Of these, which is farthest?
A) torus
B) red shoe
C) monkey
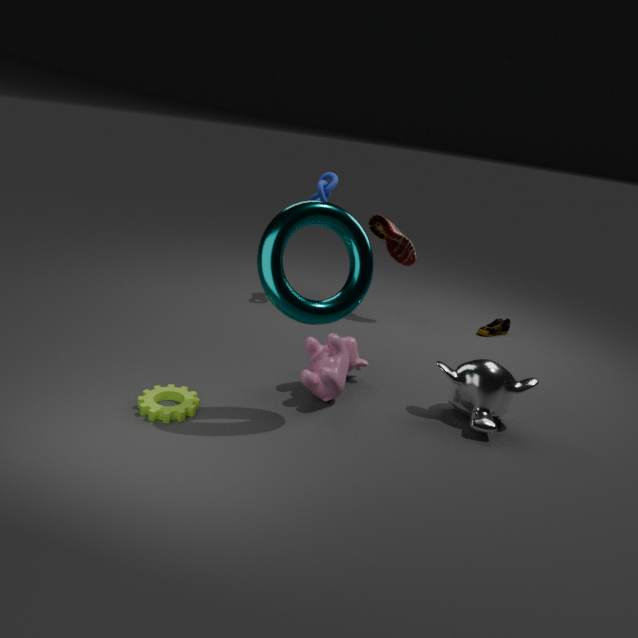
red shoe
